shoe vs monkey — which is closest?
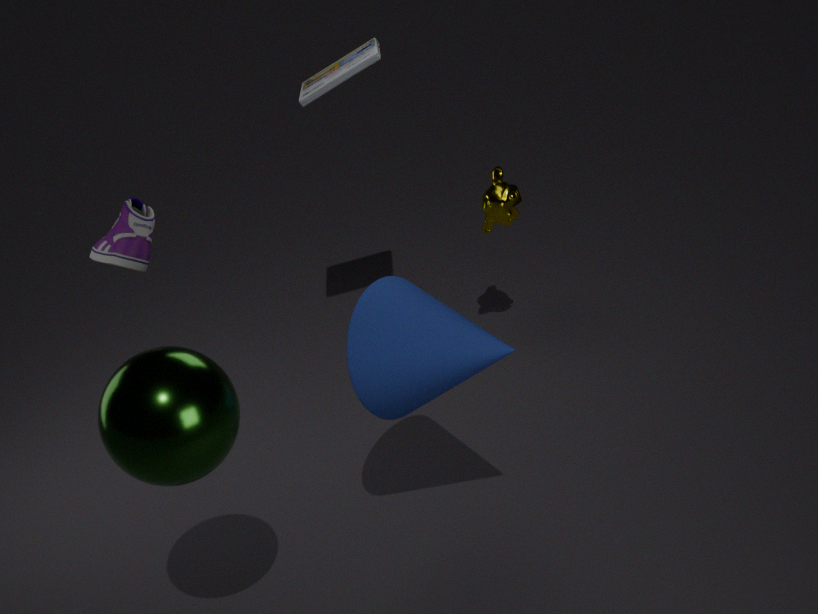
shoe
